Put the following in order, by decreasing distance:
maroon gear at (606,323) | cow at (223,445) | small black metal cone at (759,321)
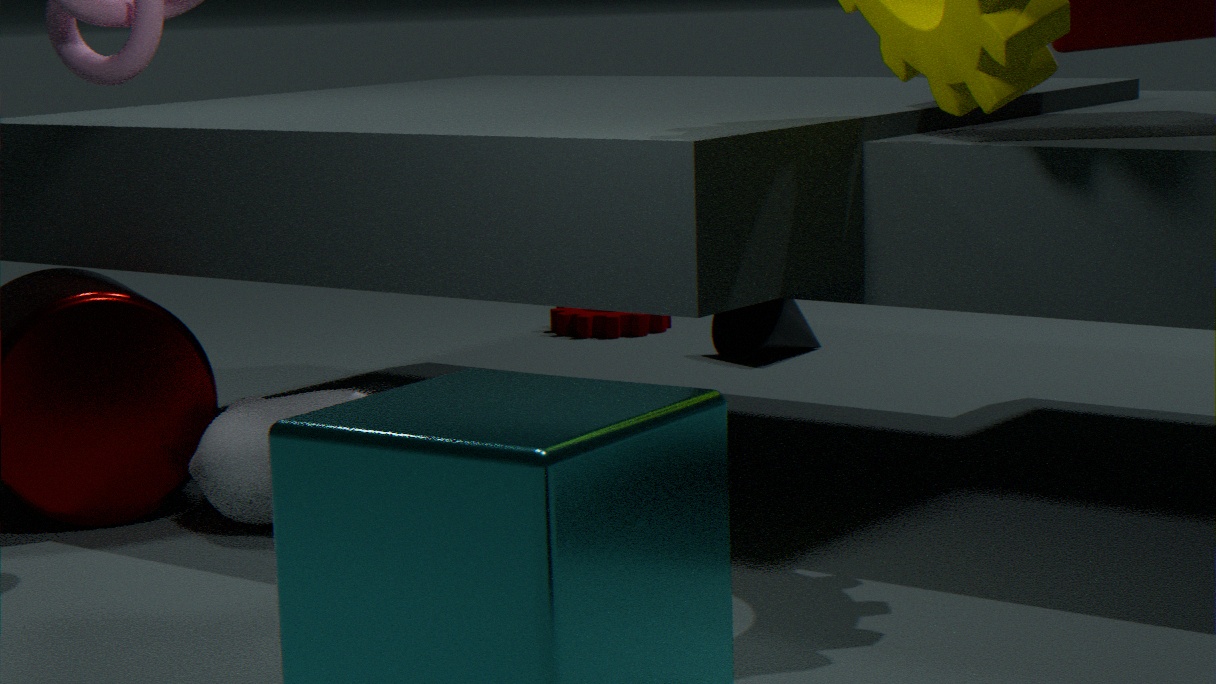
maroon gear at (606,323), small black metal cone at (759,321), cow at (223,445)
